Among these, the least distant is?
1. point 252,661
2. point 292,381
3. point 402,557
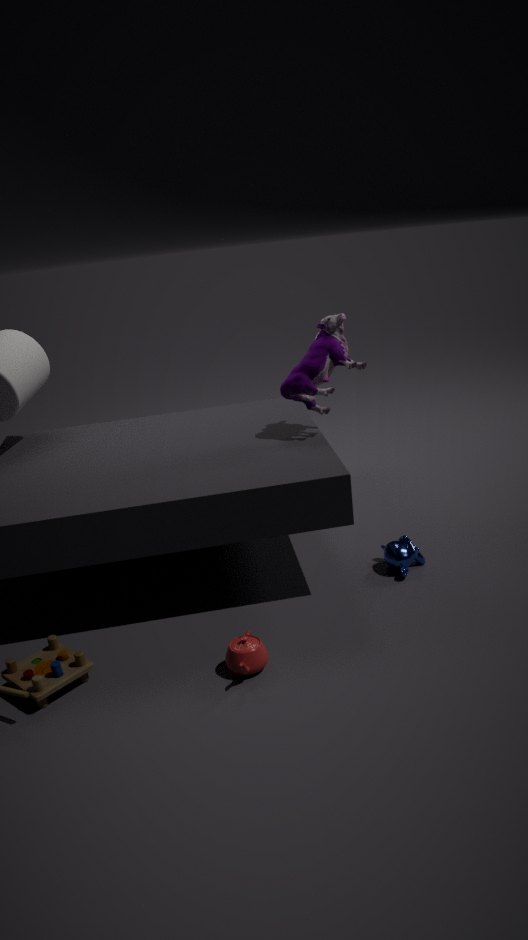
point 252,661
